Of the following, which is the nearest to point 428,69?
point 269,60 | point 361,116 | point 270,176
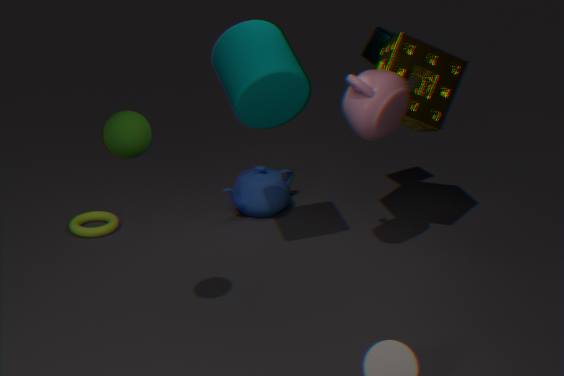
point 361,116
